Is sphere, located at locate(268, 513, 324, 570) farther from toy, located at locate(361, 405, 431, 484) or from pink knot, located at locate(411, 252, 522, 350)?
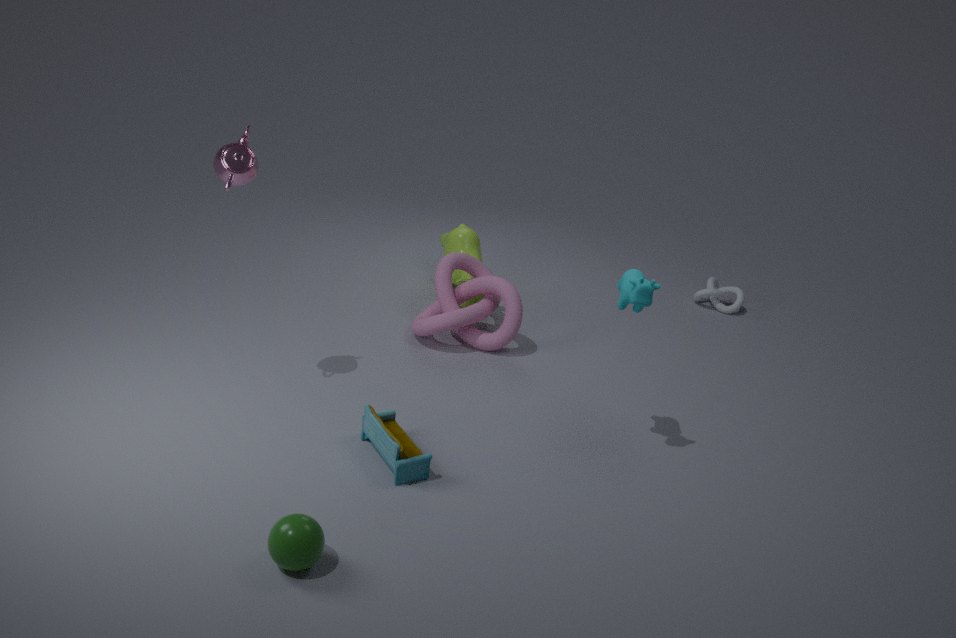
pink knot, located at locate(411, 252, 522, 350)
